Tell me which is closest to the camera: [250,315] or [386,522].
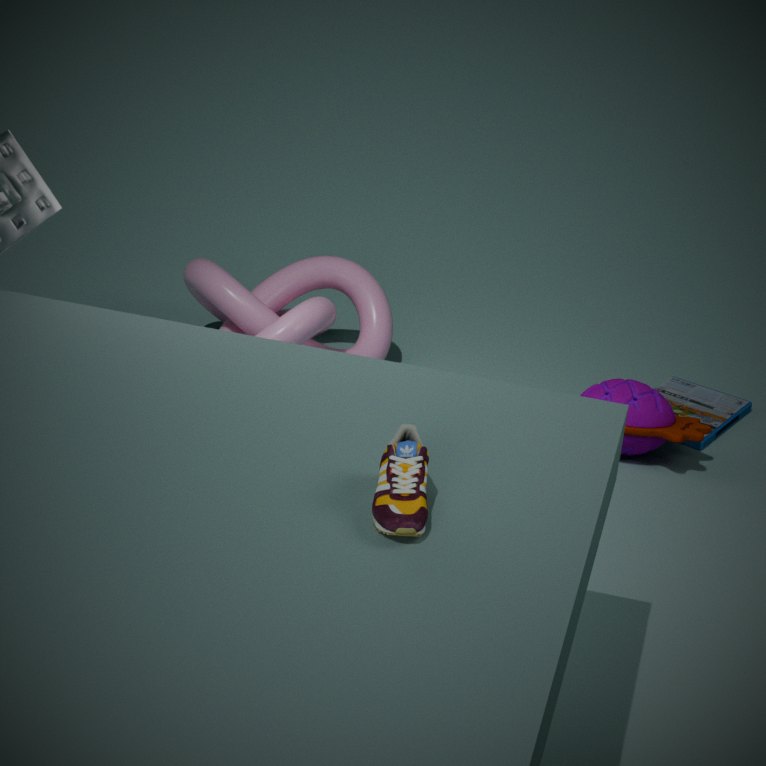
[386,522]
